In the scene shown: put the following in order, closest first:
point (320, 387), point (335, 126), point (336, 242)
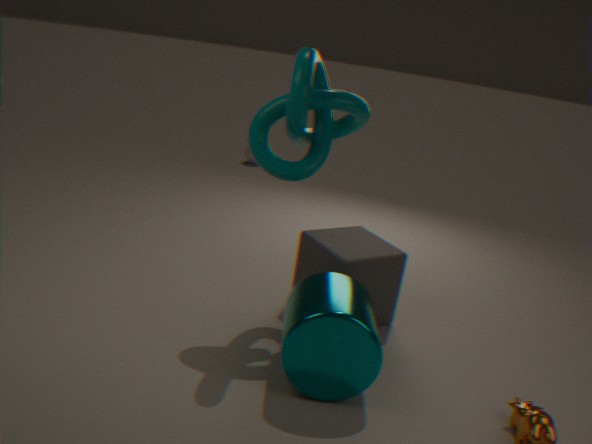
point (320, 387)
point (335, 126)
point (336, 242)
